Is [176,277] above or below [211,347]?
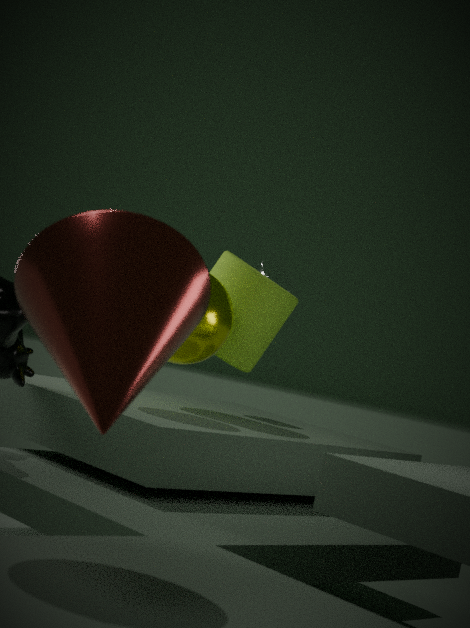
below
